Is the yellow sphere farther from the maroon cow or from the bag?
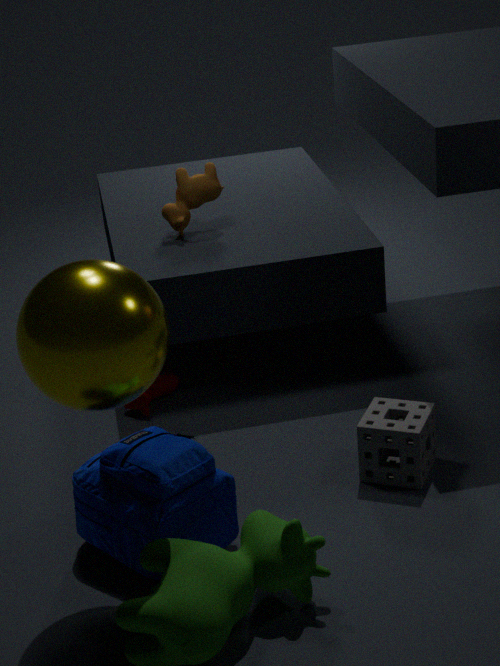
the maroon cow
